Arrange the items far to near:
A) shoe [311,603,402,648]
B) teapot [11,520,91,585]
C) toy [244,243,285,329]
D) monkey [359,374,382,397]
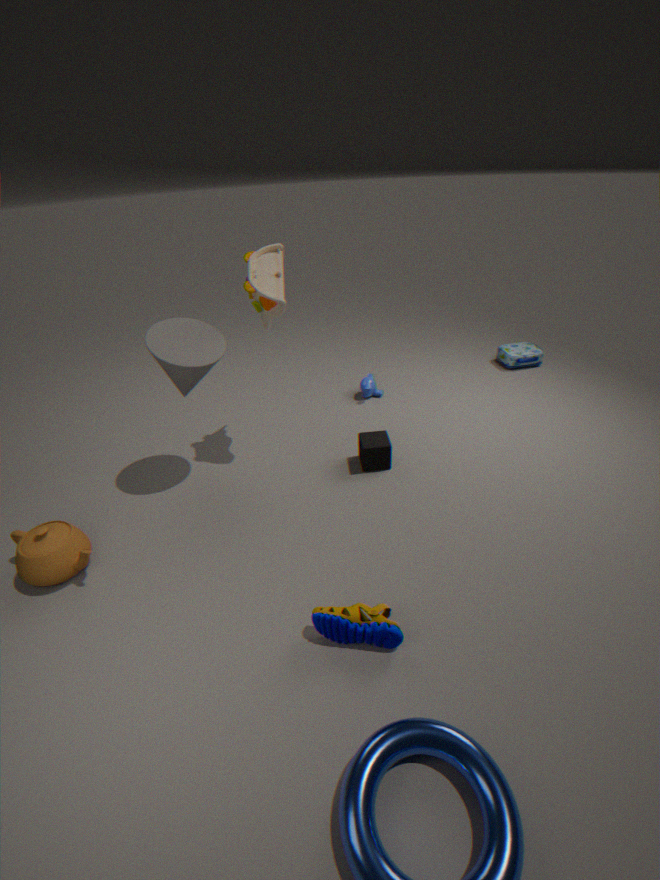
monkey [359,374,382,397] → toy [244,243,285,329] → teapot [11,520,91,585] → shoe [311,603,402,648]
